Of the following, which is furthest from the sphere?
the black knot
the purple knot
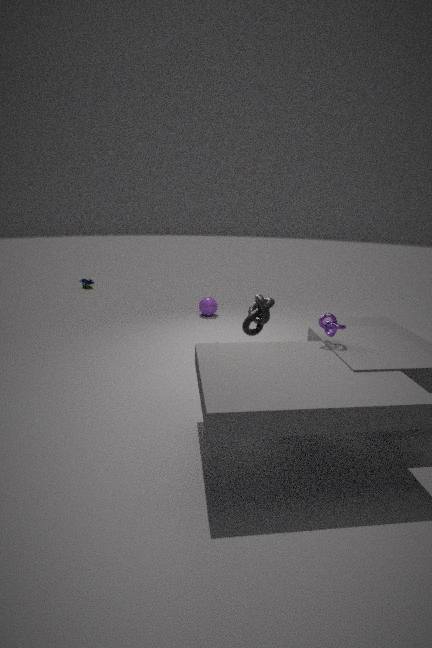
the purple knot
